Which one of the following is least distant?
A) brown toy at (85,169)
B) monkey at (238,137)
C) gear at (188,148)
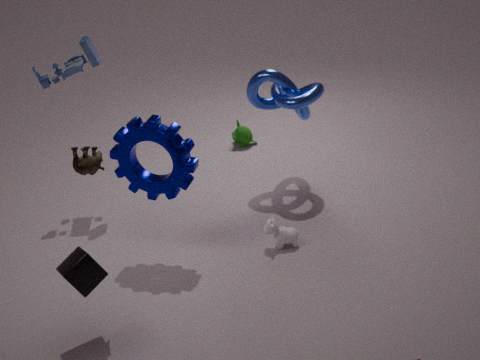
brown toy at (85,169)
